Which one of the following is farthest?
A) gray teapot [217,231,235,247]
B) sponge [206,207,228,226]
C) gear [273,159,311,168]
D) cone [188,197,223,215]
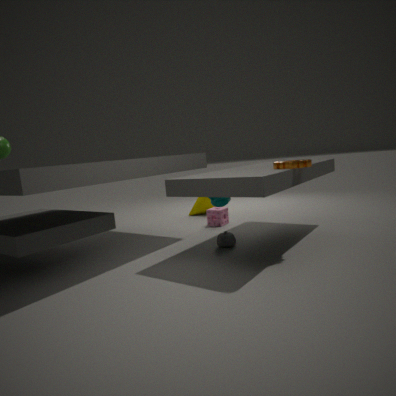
cone [188,197,223,215]
